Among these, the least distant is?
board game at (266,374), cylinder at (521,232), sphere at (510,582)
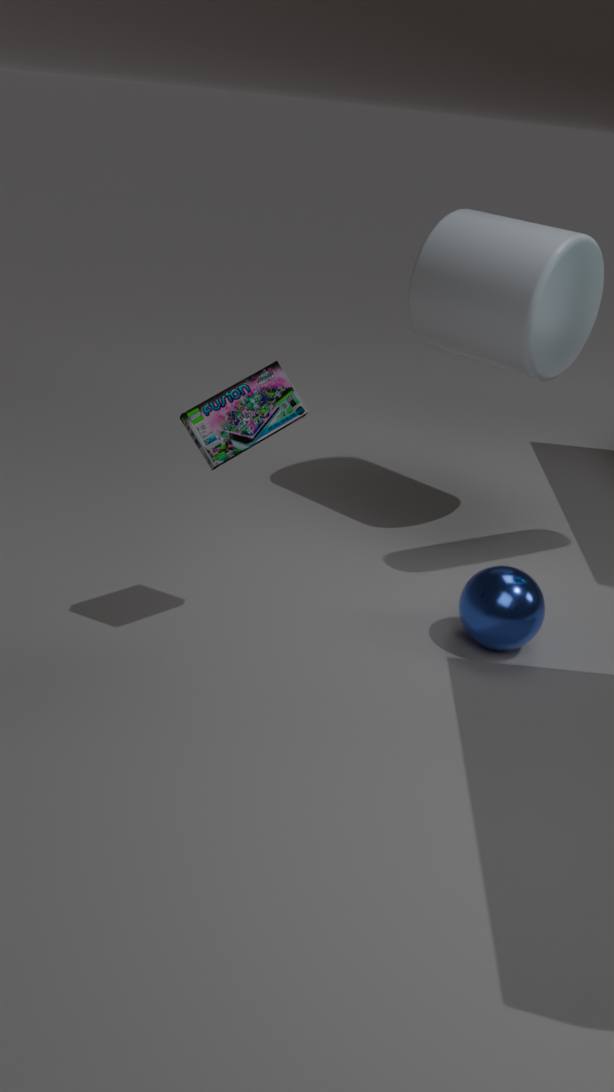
board game at (266,374)
